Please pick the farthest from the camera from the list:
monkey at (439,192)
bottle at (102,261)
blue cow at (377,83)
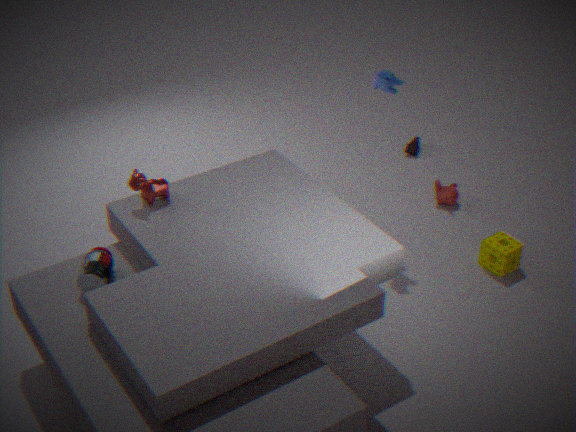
monkey at (439,192)
